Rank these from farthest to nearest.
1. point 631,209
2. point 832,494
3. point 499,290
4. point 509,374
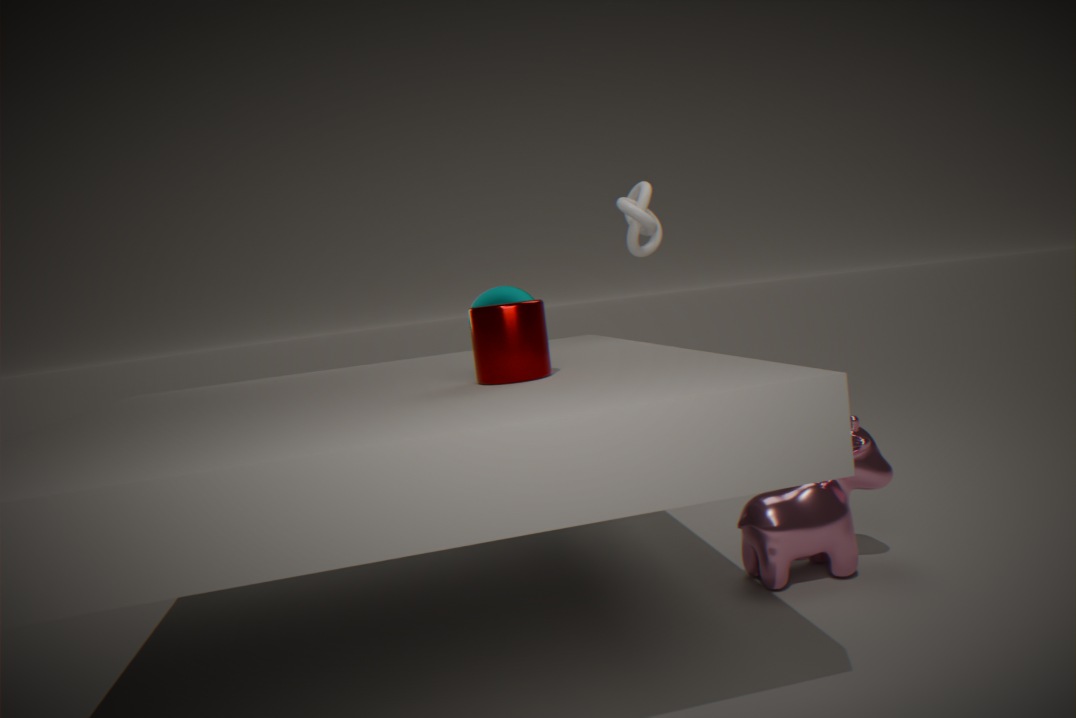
point 499,290
point 631,209
point 832,494
point 509,374
